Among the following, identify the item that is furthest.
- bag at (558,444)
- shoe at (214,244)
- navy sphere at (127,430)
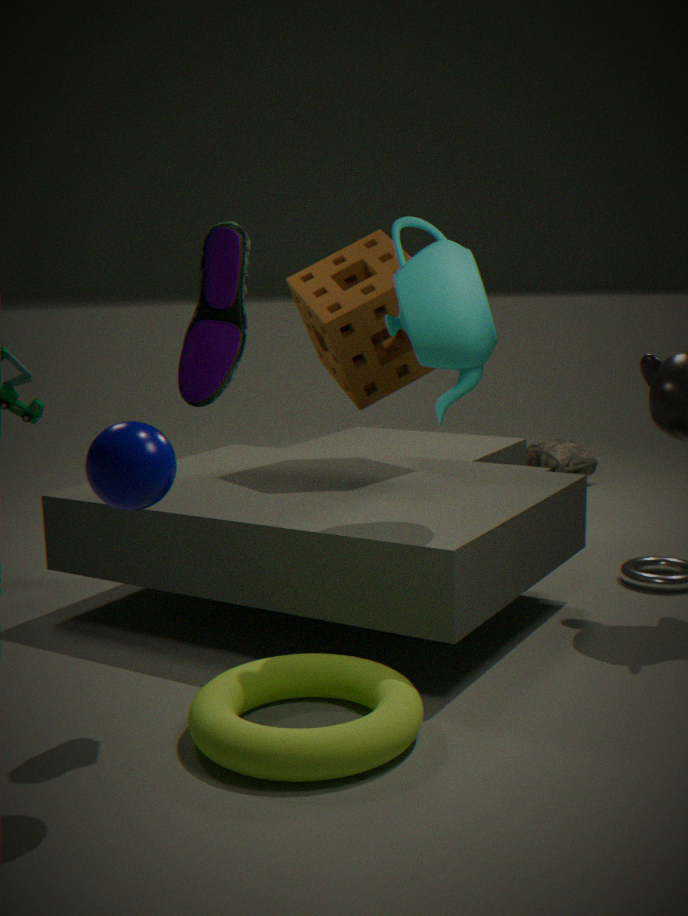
bag at (558,444)
